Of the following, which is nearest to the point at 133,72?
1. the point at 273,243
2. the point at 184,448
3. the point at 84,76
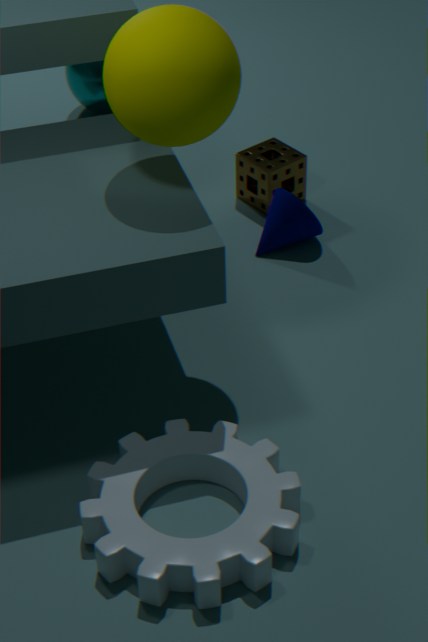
the point at 273,243
